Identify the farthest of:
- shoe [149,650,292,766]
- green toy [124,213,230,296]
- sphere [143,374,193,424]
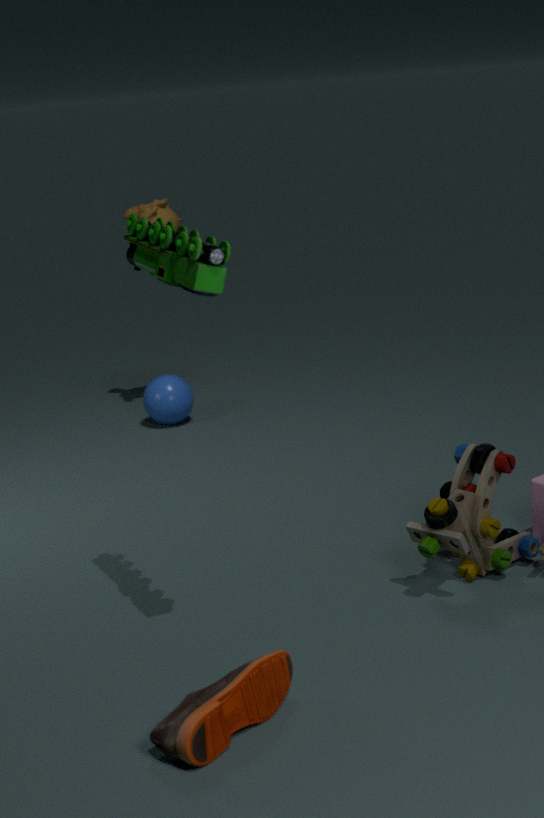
sphere [143,374,193,424]
